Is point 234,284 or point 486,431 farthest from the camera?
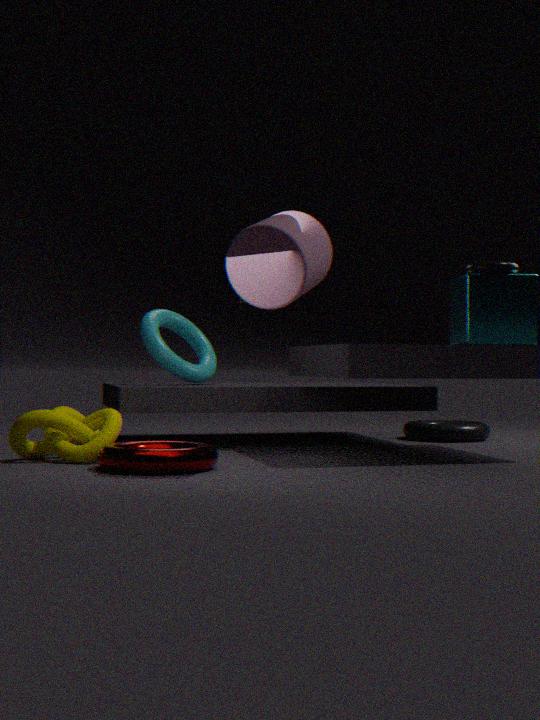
point 486,431
